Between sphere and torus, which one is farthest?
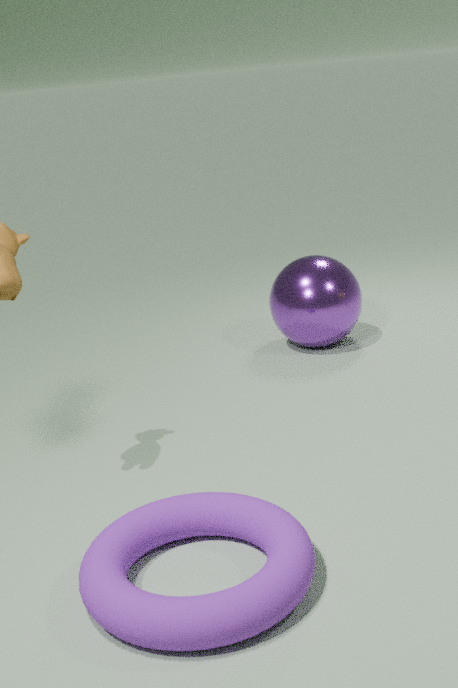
sphere
